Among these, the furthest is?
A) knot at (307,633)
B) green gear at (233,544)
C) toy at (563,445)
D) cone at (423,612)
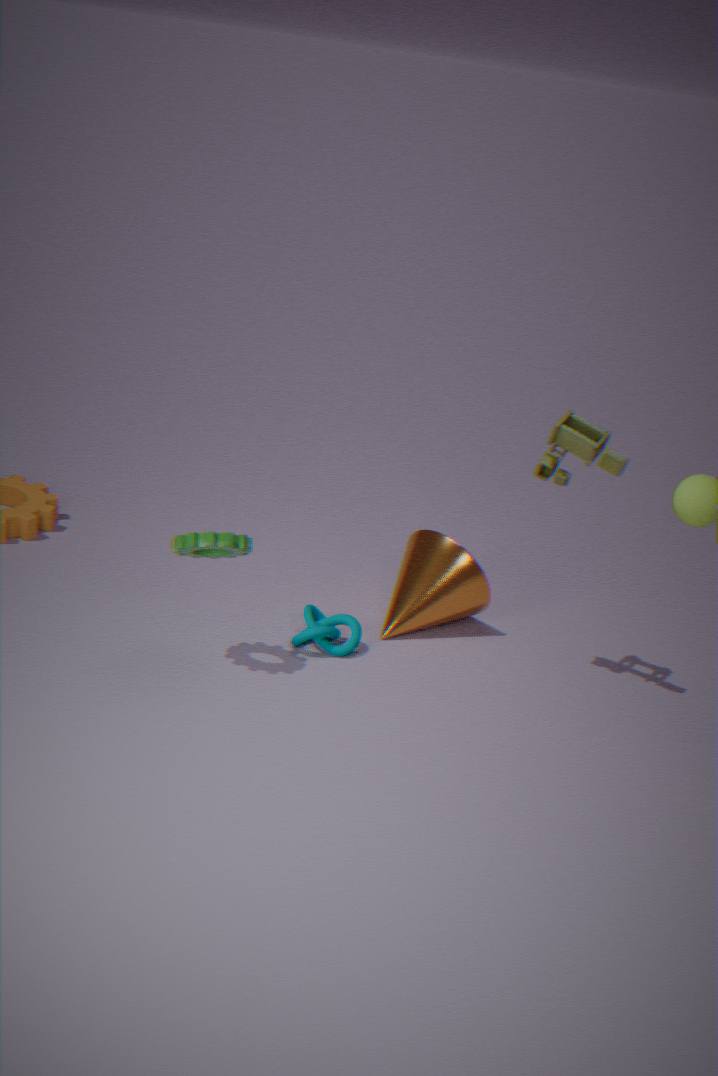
D. cone at (423,612)
